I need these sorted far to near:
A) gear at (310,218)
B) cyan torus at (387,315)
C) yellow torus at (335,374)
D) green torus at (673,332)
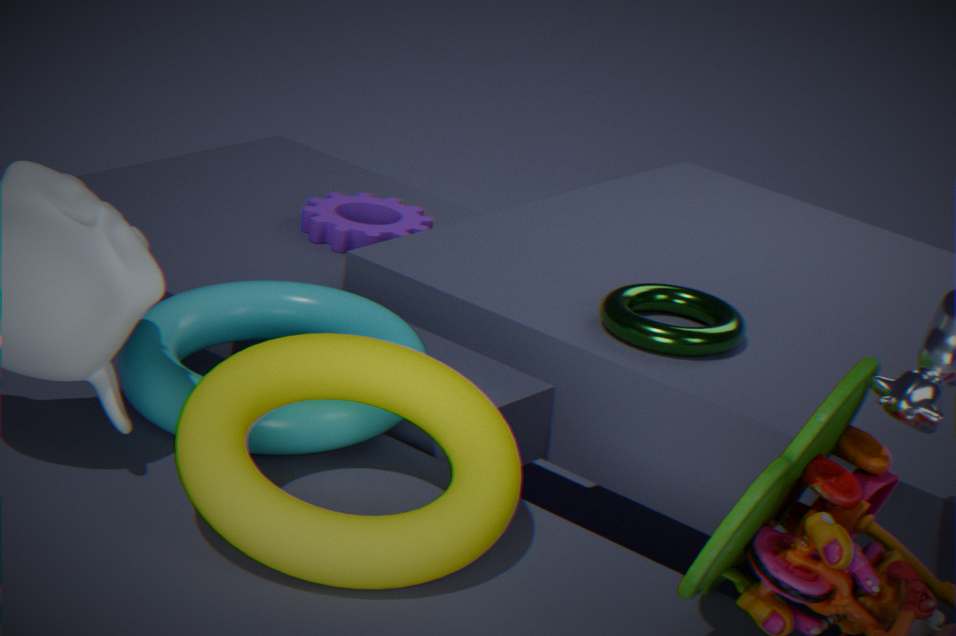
gear at (310,218), green torus at (673,332), cyan torus at (387,315), yellow torus at (335,374)
